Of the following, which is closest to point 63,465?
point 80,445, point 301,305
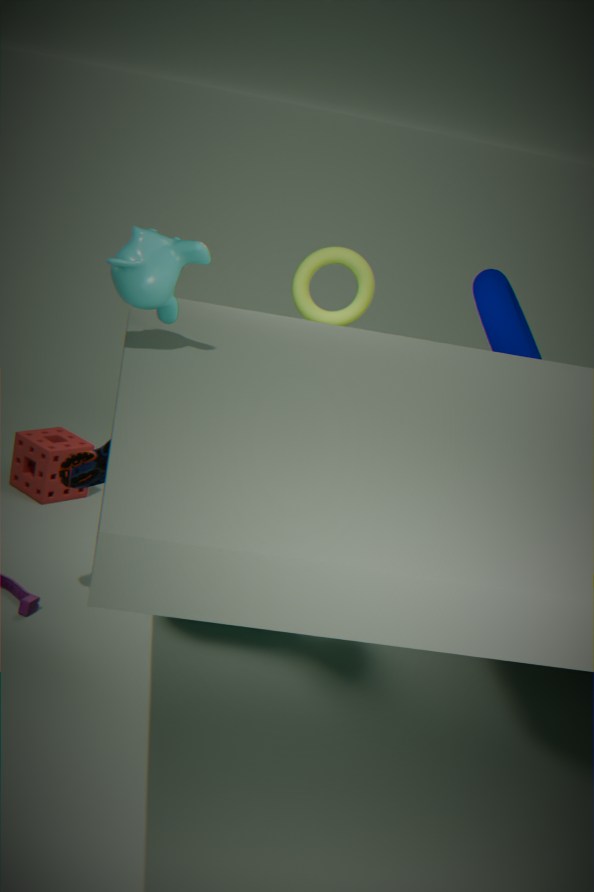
point 80,445
